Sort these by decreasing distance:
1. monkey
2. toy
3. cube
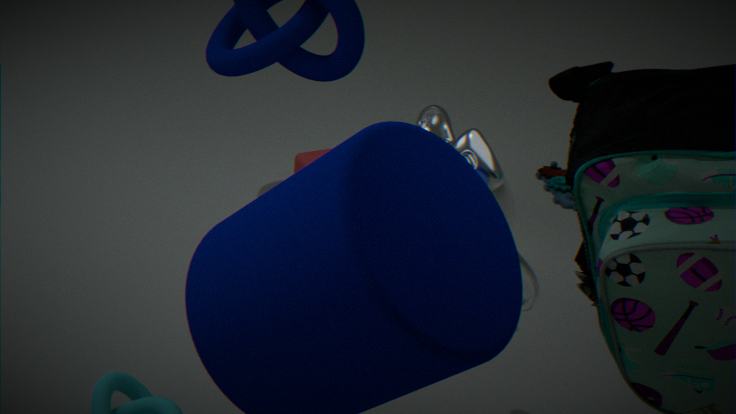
toy < cube < monkey
